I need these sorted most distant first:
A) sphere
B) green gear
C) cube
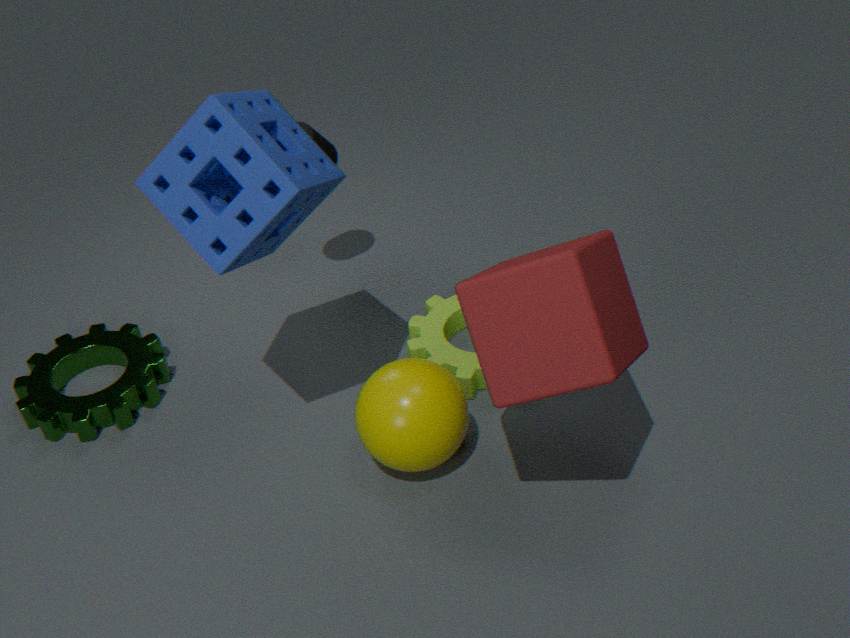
green gear < sphere < cube
